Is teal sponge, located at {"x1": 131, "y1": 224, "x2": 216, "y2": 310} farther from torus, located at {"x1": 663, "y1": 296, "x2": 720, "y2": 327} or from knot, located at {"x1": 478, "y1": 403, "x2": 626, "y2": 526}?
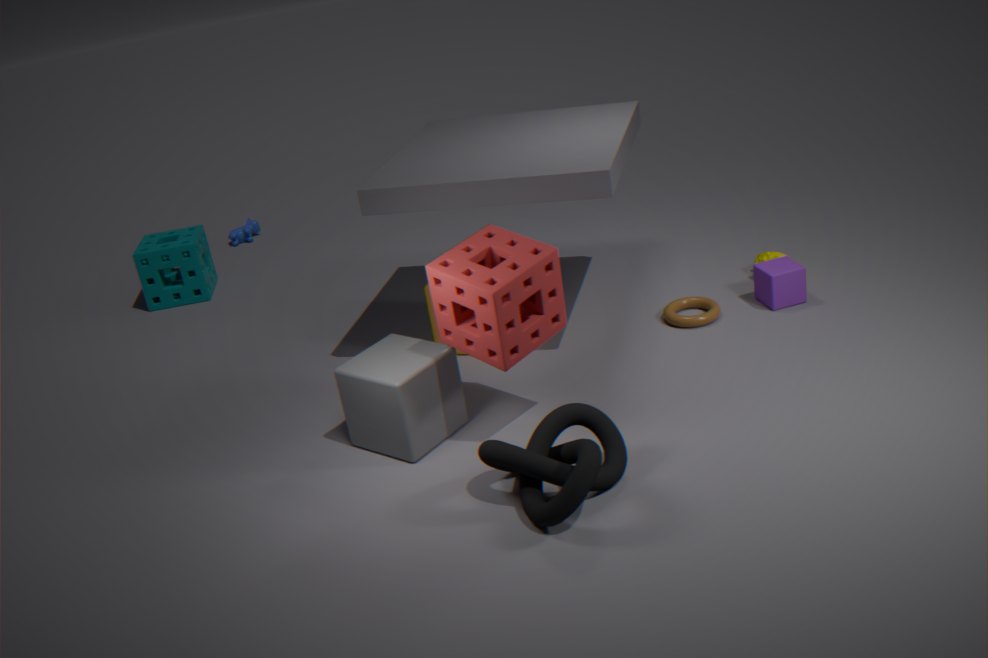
knot, located at {"x1": 478, "y1": 403, "x2": 626, "y2": 526}
